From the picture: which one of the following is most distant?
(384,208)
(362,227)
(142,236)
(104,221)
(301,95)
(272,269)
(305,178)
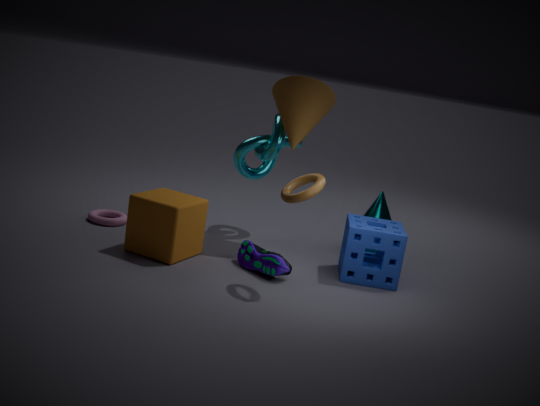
(384,208)
